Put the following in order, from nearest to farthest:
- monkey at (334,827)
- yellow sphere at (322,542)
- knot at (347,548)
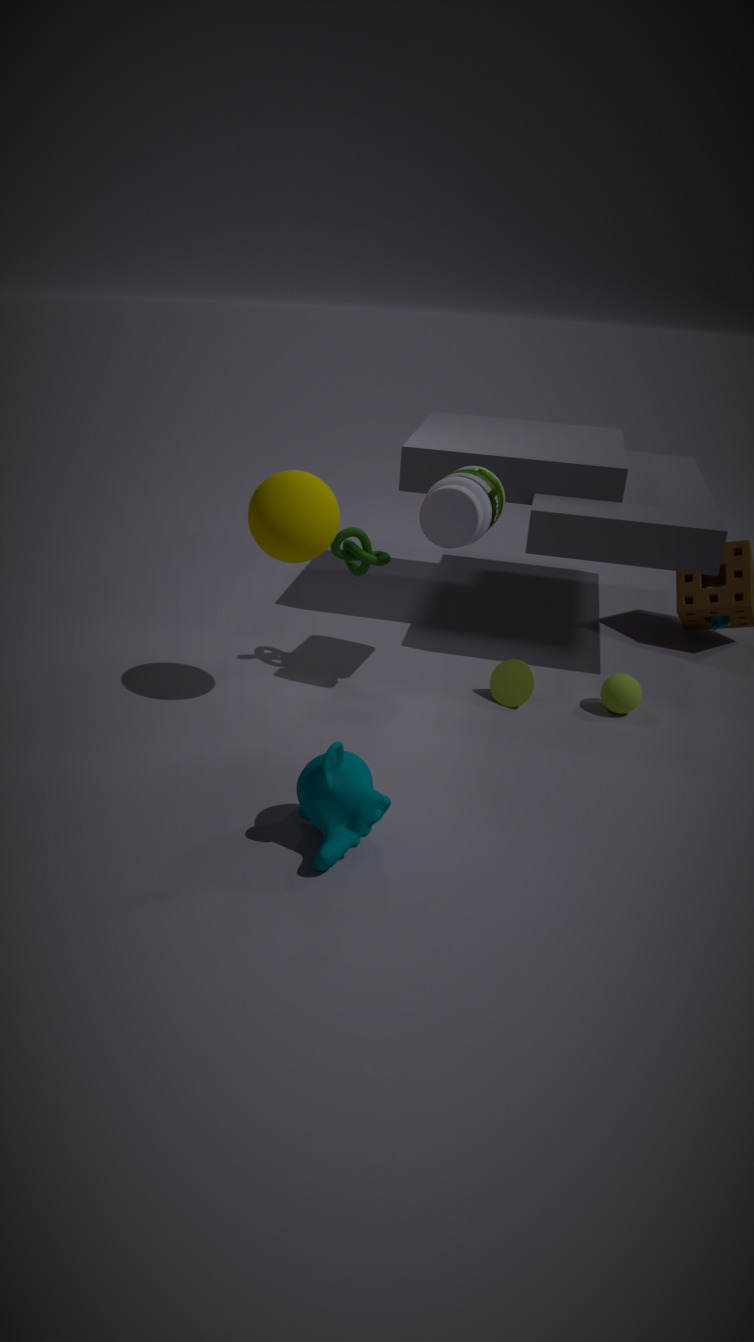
monkey at (334,827) → yellow sphere at (322,542) → knot at (347,548)
